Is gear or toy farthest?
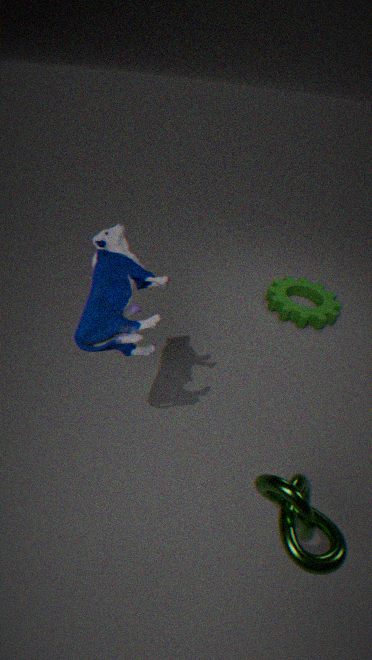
gear
